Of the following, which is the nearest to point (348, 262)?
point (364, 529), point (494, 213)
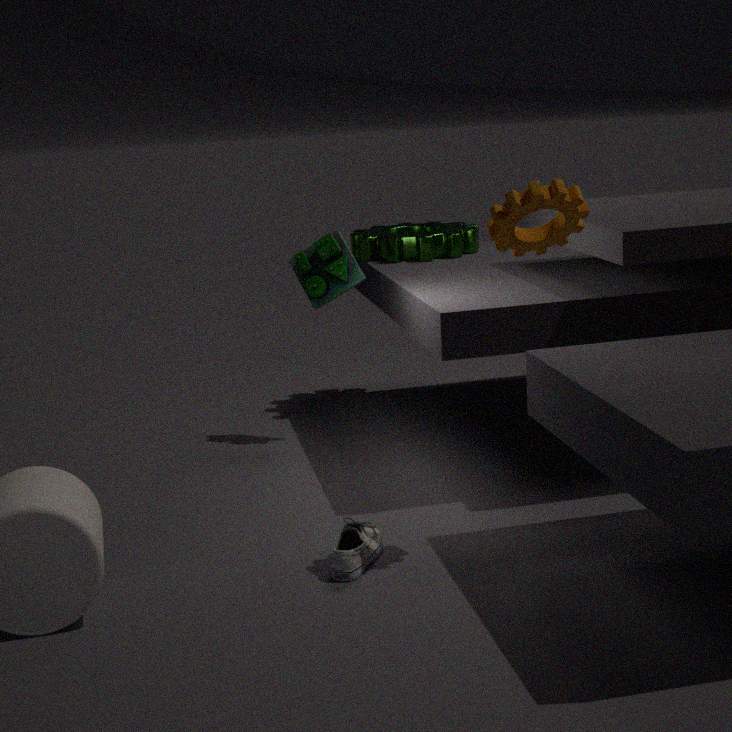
point (364, 529)
